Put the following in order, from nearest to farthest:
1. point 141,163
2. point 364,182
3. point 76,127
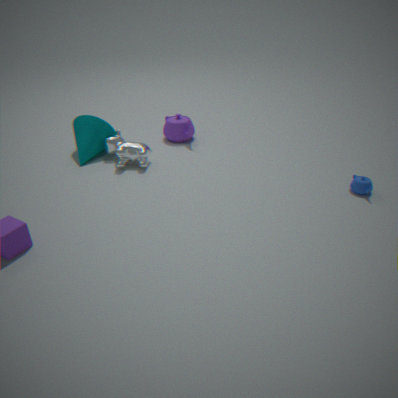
point 364,182 < point 141,163 < point 76,127
